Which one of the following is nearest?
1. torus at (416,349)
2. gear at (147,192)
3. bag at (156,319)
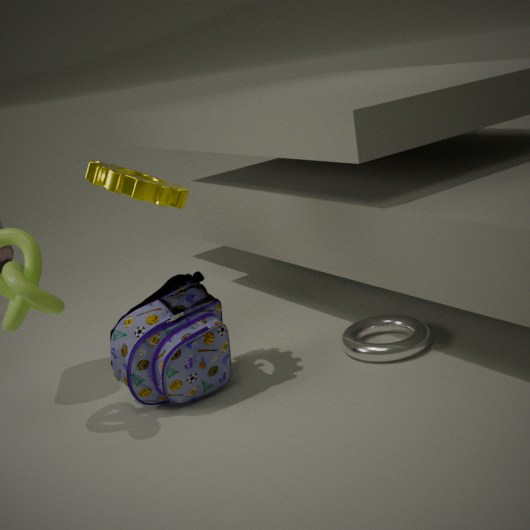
gear at (147,192)
